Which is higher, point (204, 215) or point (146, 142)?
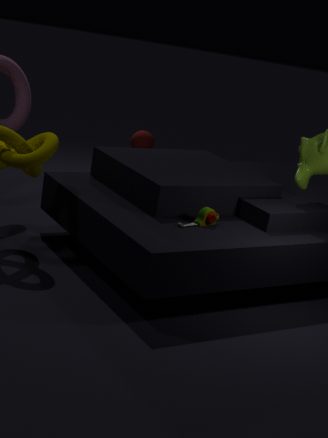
point (146, 142)
